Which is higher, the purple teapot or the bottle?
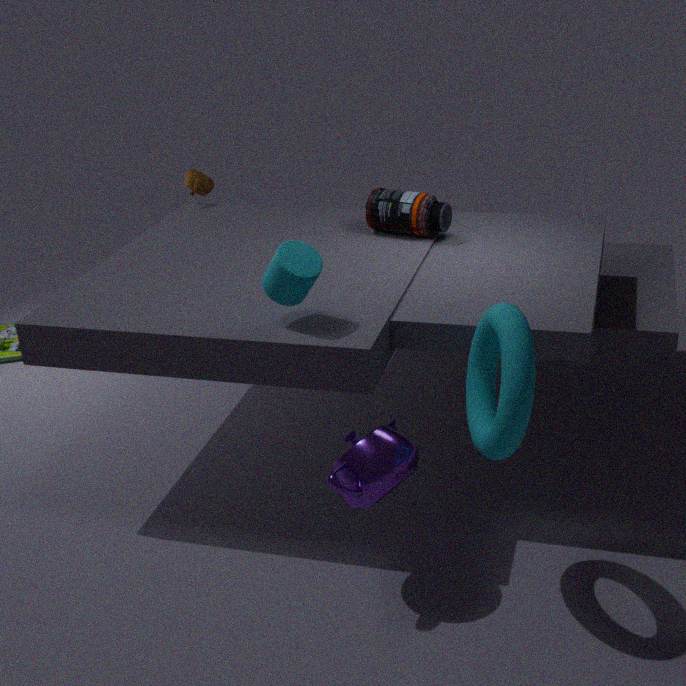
the bottle
